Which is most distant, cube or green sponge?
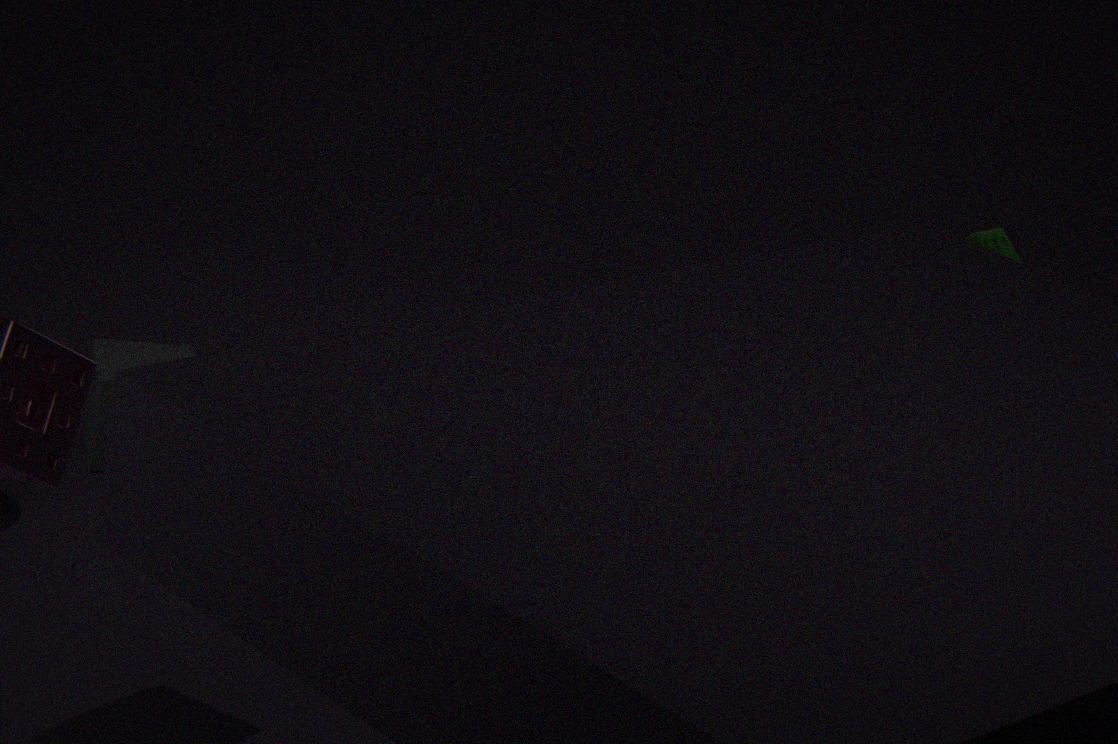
green sponge
